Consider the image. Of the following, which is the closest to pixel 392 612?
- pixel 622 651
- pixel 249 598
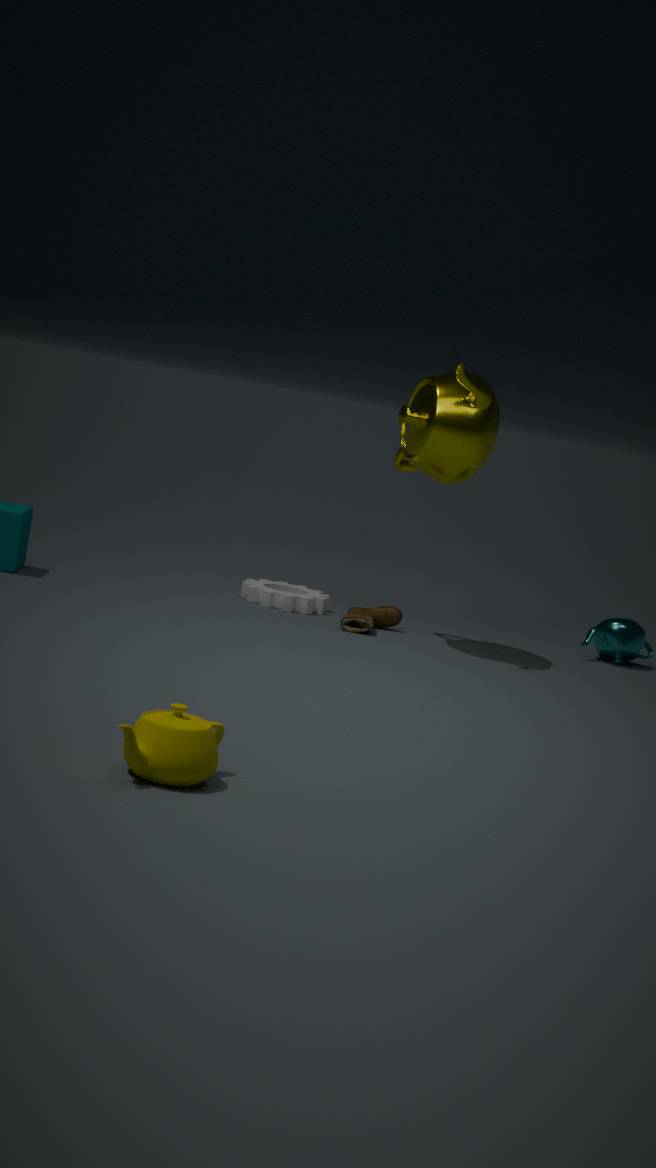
pixel 249 598
